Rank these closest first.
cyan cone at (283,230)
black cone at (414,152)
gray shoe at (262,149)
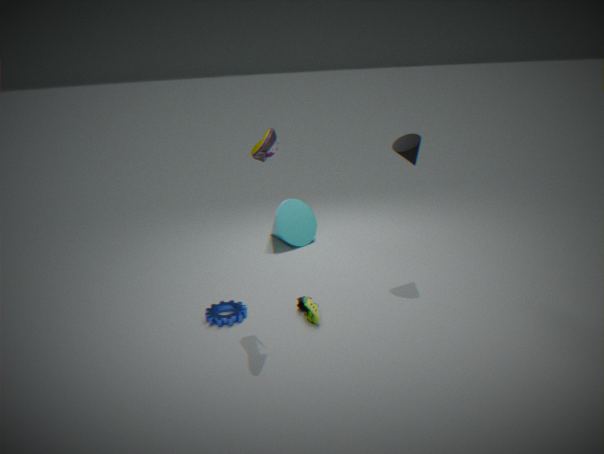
gray shoe at (262,149)
black cone at (414,152)
cyan cone at (283,230)
